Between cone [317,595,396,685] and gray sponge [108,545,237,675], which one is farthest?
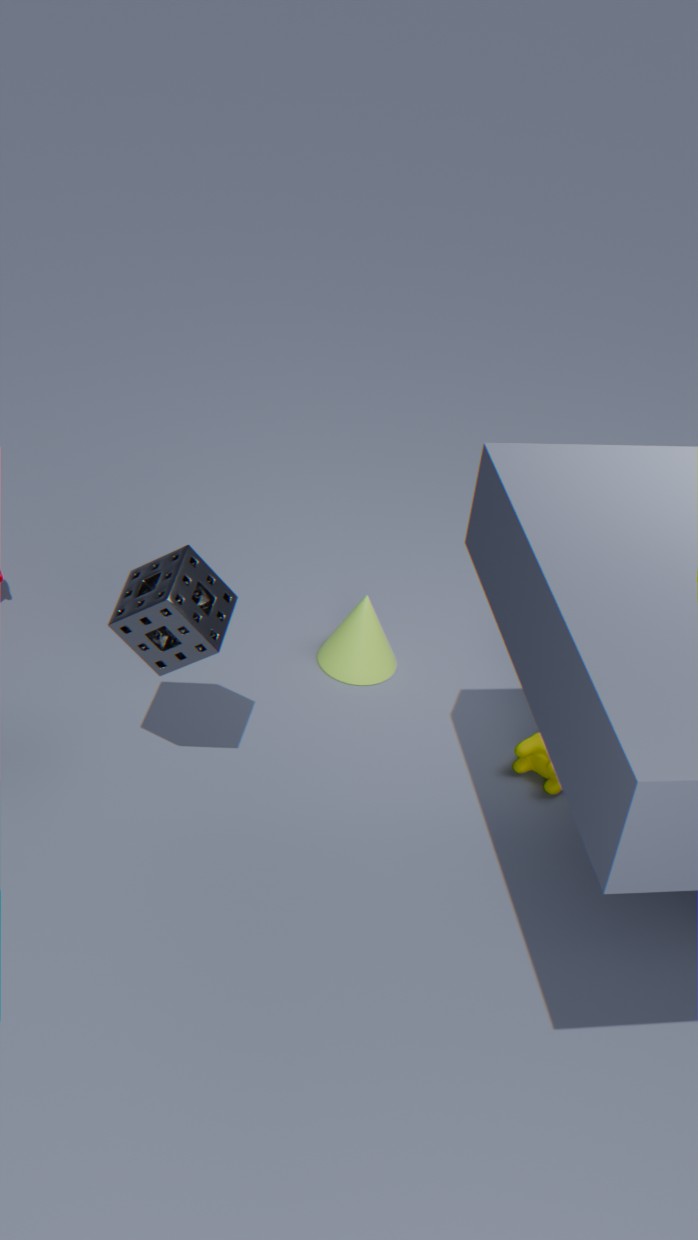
cone [317,595,396,685]
